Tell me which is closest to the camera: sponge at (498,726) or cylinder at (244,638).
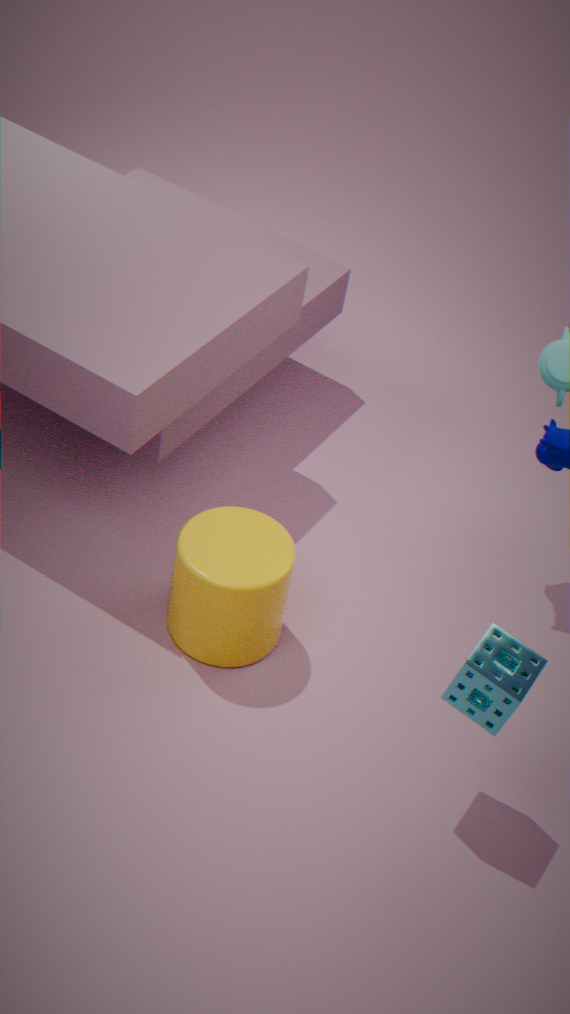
sponge at (498,726)
